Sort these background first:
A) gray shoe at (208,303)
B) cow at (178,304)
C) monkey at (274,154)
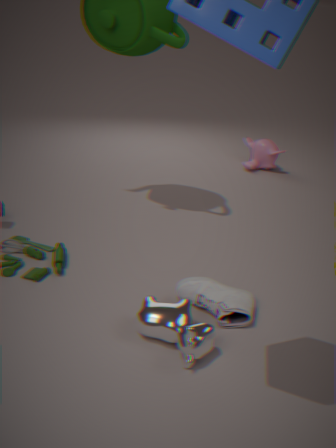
monkey at (274,154) → gray shoe at (208,303) → cow at (178,304)
